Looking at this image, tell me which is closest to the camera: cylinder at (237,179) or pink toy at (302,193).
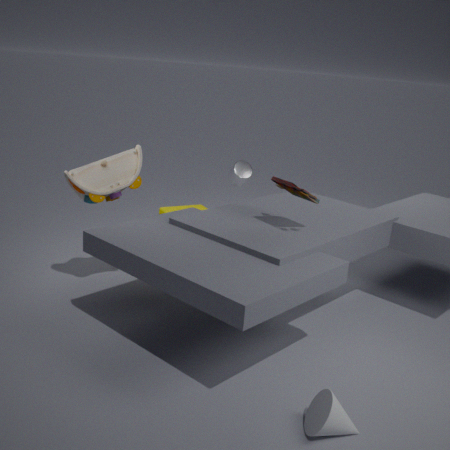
pink toy at (302,193)
